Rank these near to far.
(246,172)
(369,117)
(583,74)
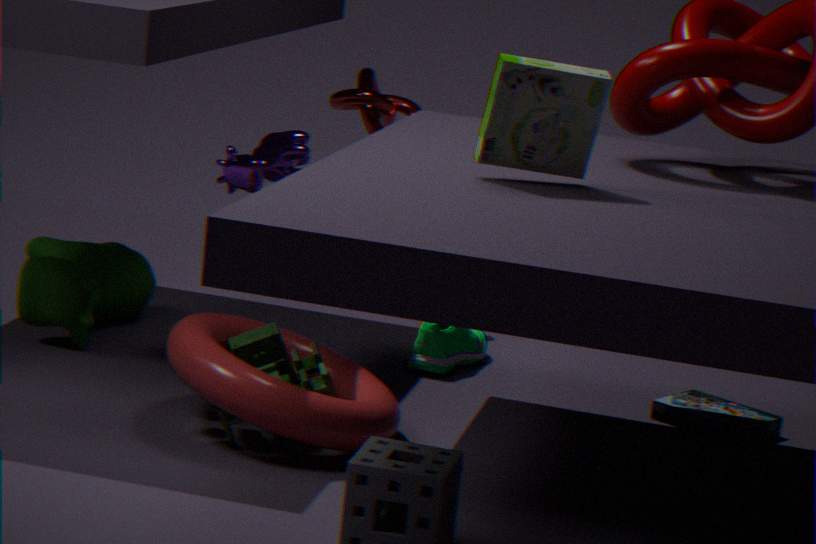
(583,74) < (246,172) < (369,117)
